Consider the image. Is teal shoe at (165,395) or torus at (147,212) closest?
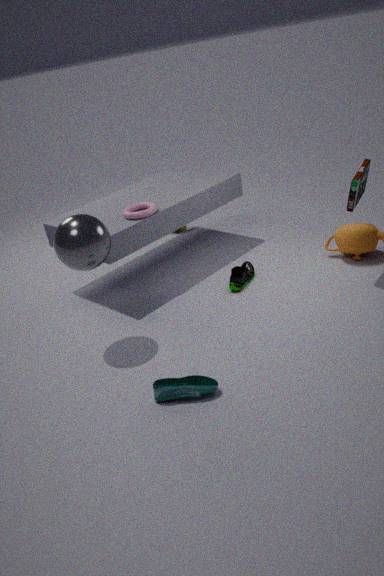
teal shoe at (165,395)
